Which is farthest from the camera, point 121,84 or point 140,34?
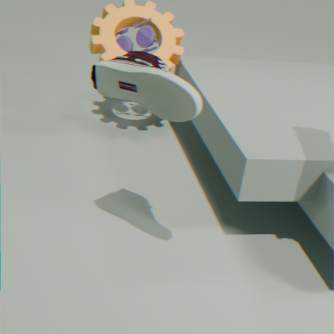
point 140,34
